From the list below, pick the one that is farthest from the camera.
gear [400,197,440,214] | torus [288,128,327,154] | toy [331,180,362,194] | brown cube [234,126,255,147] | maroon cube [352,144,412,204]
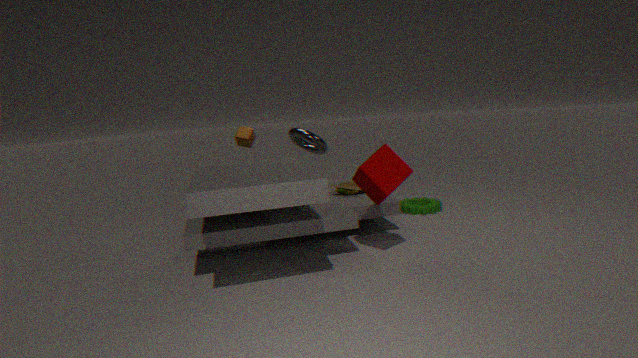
gear [400,197,440,214]
